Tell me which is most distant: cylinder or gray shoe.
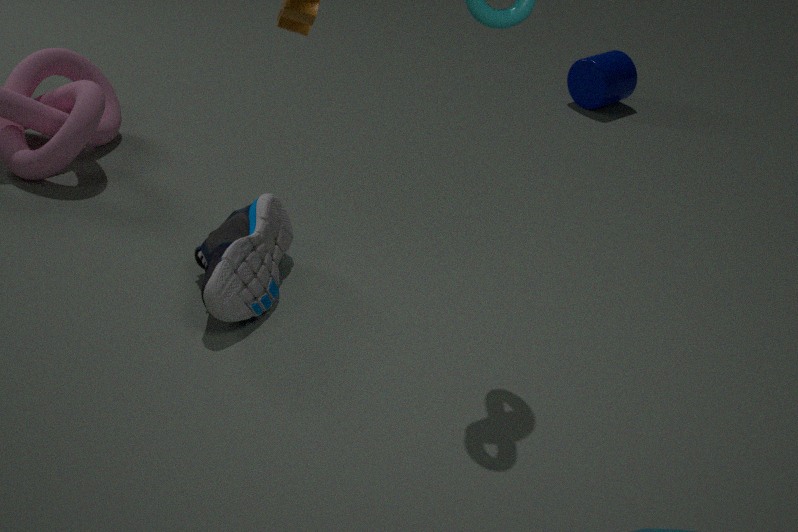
cylinder
